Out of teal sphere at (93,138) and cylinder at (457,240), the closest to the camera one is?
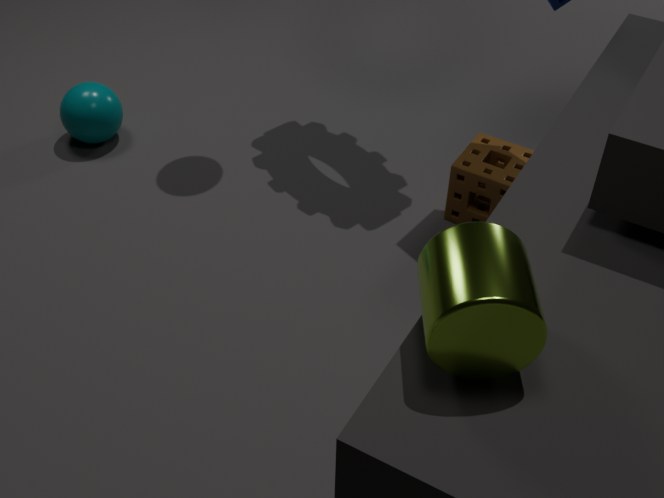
cylinder at (457,240)
